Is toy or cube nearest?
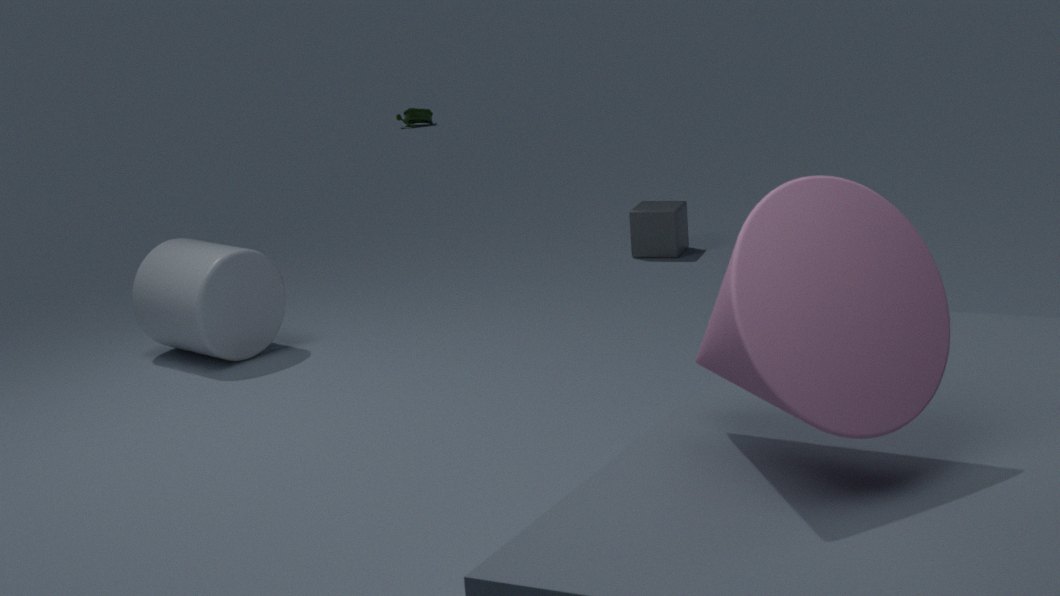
cube
